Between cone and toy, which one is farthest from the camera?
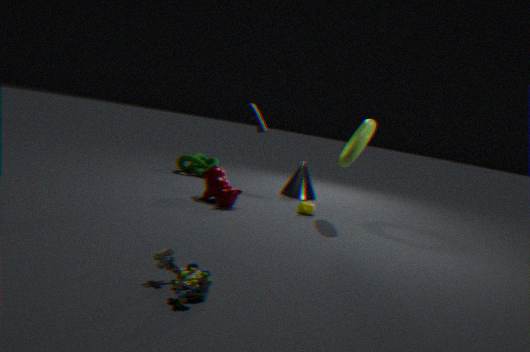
cone
